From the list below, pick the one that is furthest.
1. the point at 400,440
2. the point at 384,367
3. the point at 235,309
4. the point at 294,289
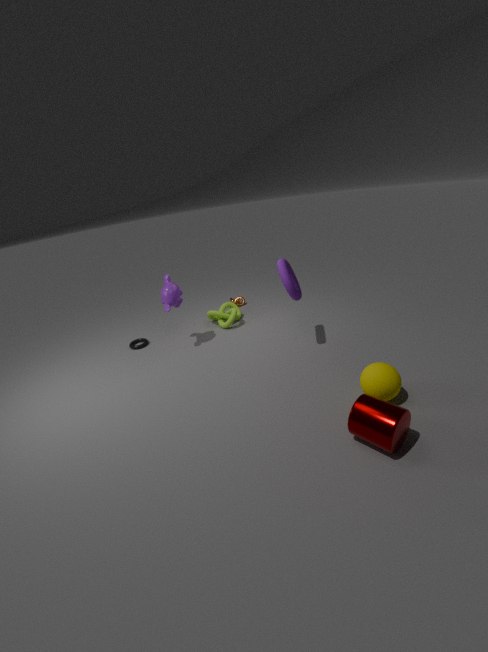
the point at 235,309
